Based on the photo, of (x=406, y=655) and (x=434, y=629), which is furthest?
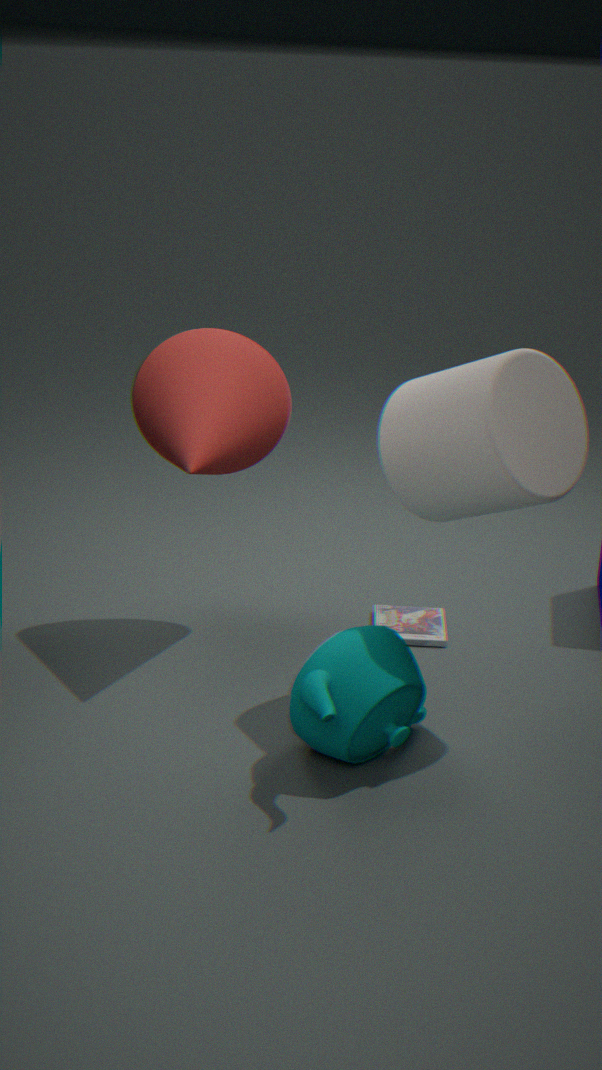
(x=434, y=629)
